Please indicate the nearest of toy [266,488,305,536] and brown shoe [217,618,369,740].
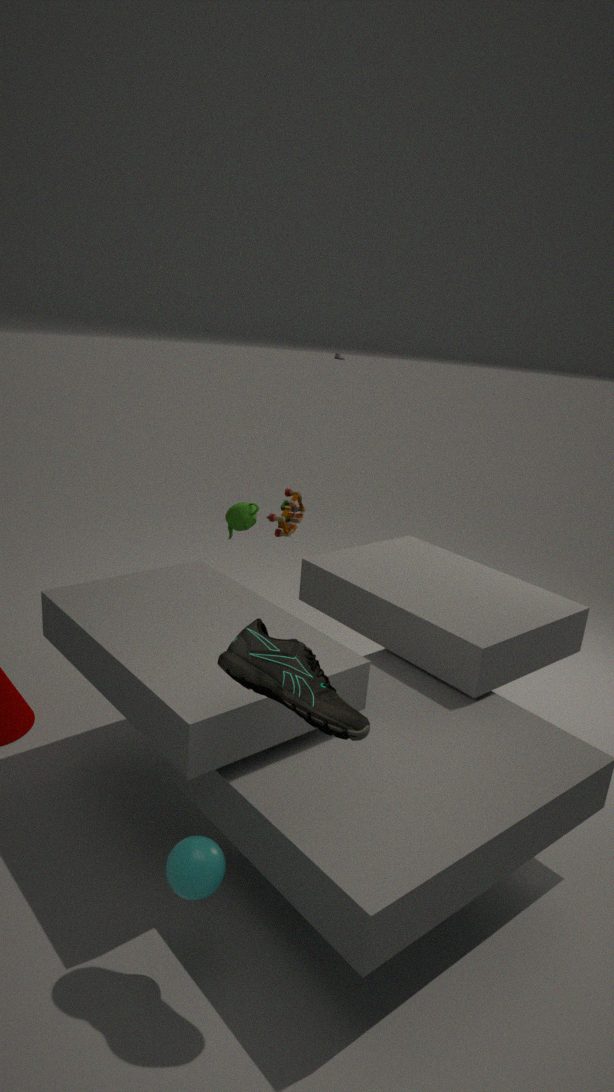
brown shoe [217,618,369,740]
